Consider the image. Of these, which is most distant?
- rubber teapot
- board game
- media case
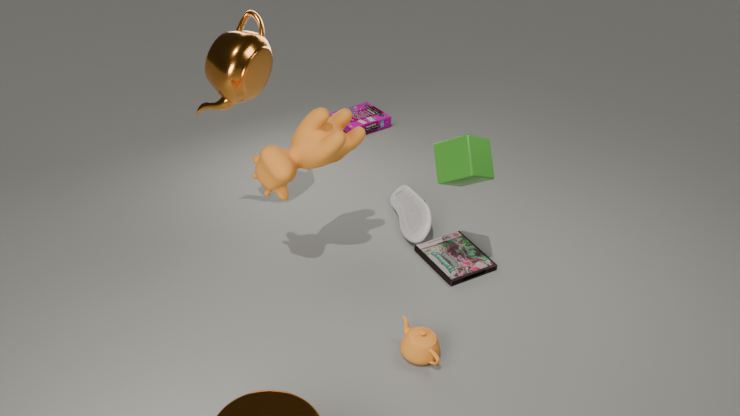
board game
